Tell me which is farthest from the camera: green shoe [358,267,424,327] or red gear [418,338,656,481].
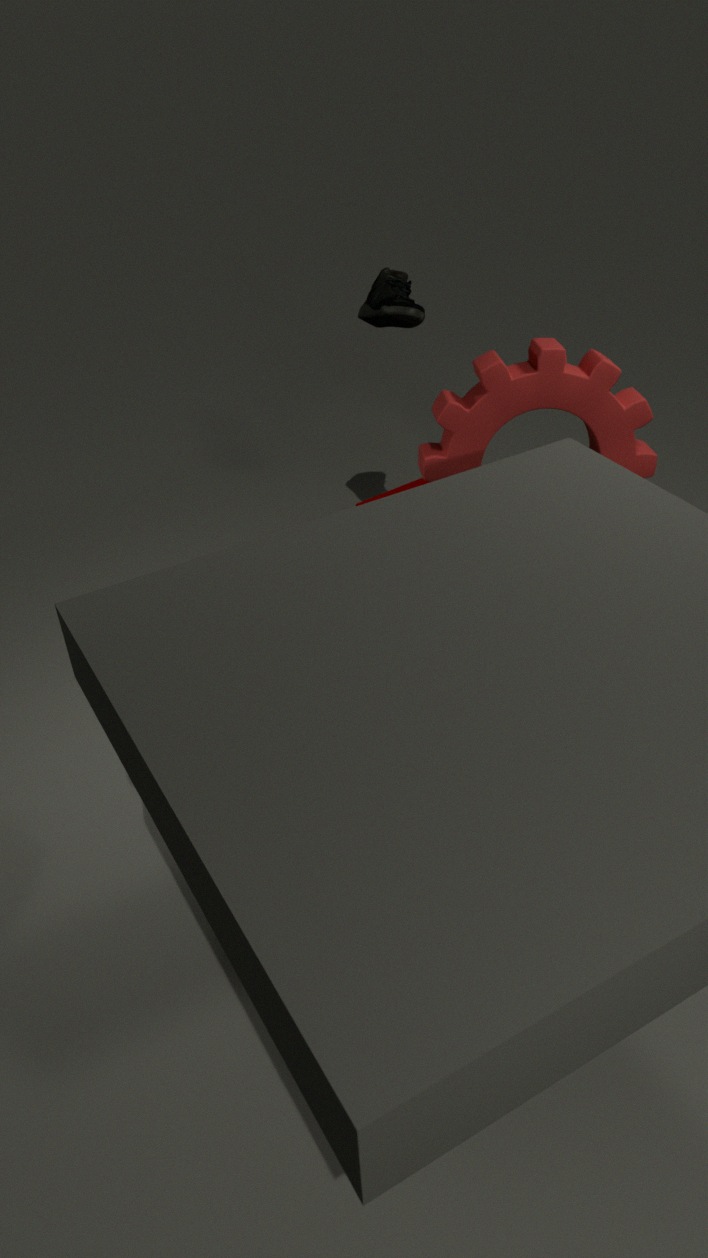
green shoe [358,267,424,327]
